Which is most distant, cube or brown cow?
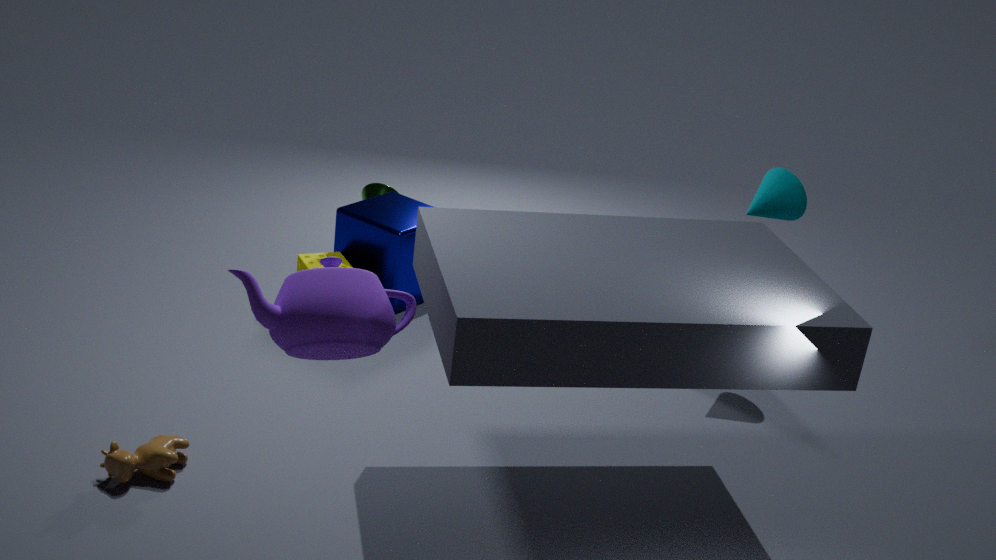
cube
